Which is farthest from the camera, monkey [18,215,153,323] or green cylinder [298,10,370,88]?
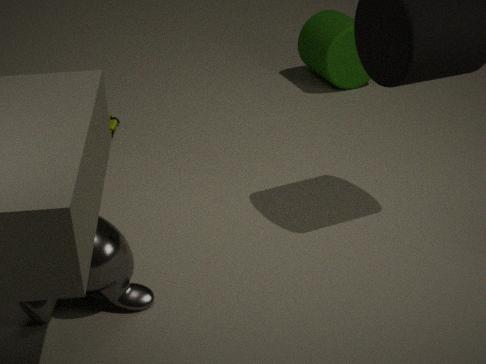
green cylinder [298,10,370,88]
